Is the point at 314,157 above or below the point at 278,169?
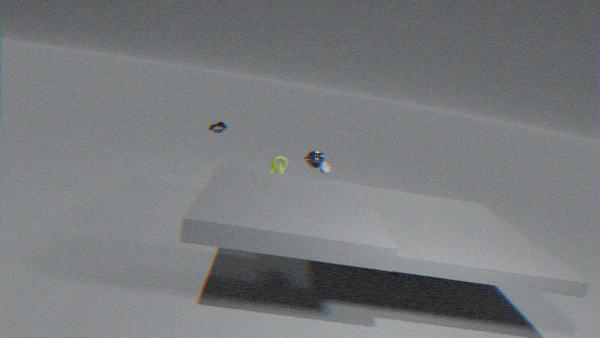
above
